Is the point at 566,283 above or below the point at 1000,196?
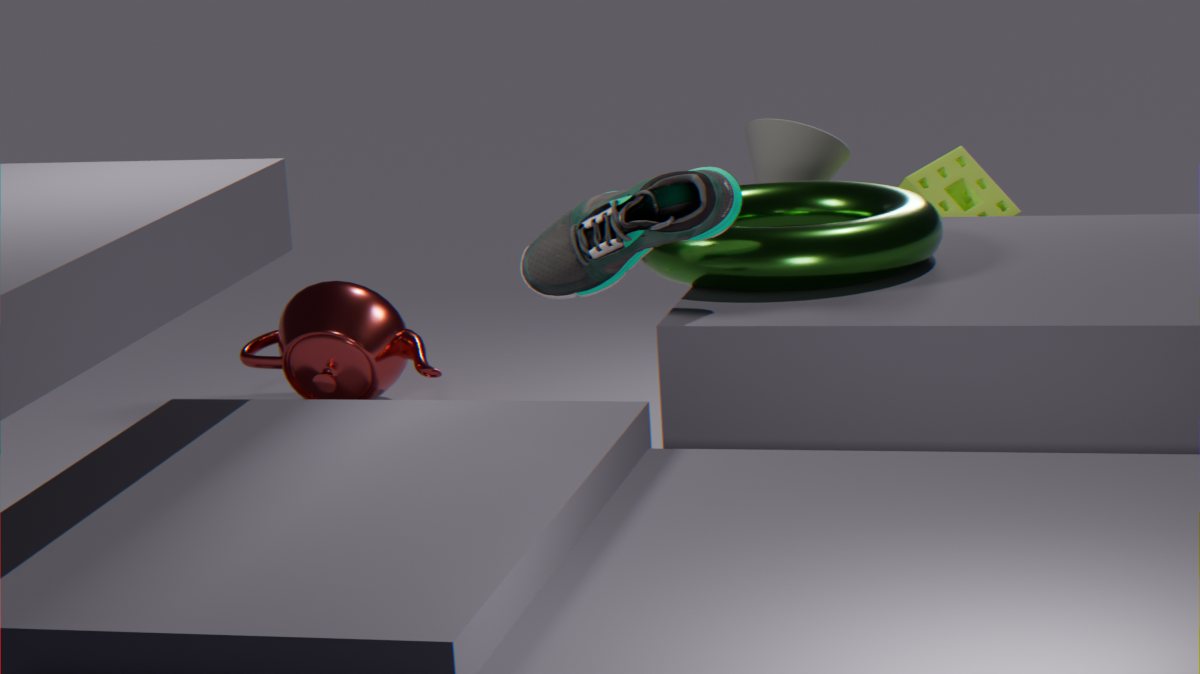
above
